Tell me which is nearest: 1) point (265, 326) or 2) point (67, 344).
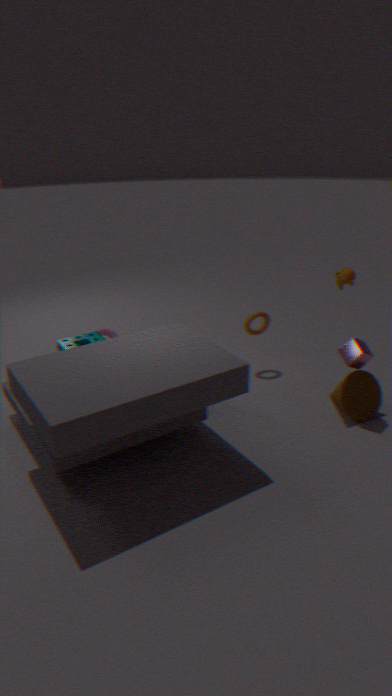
2. point (67, 344)
